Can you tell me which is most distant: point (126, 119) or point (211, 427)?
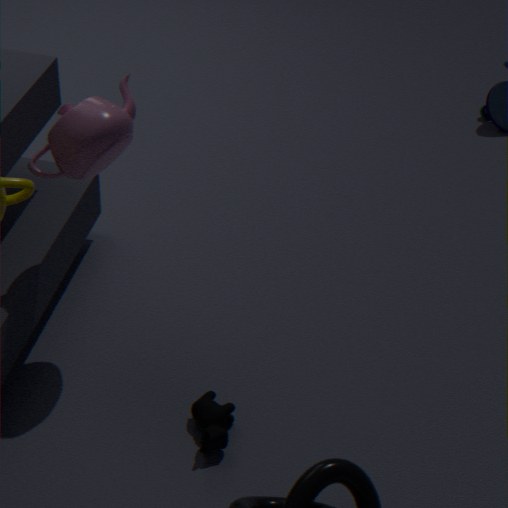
point (211, 427)
